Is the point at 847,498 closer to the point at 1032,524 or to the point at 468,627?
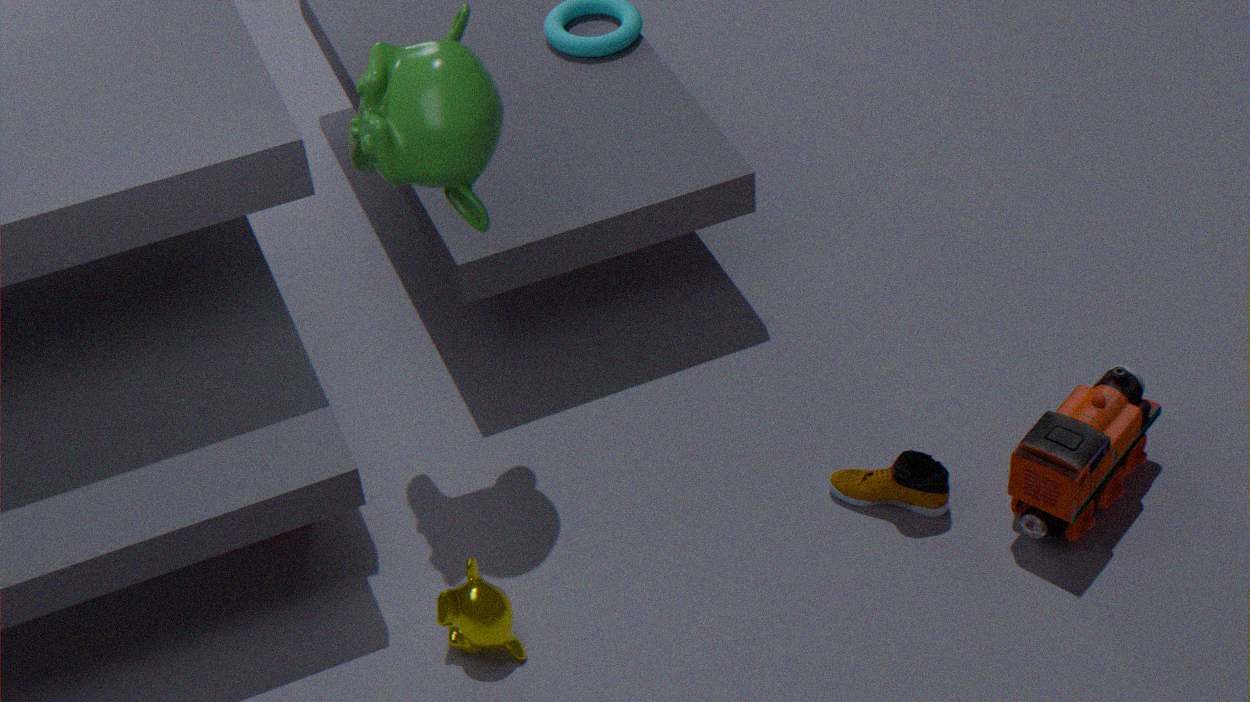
the point at 1032,524
